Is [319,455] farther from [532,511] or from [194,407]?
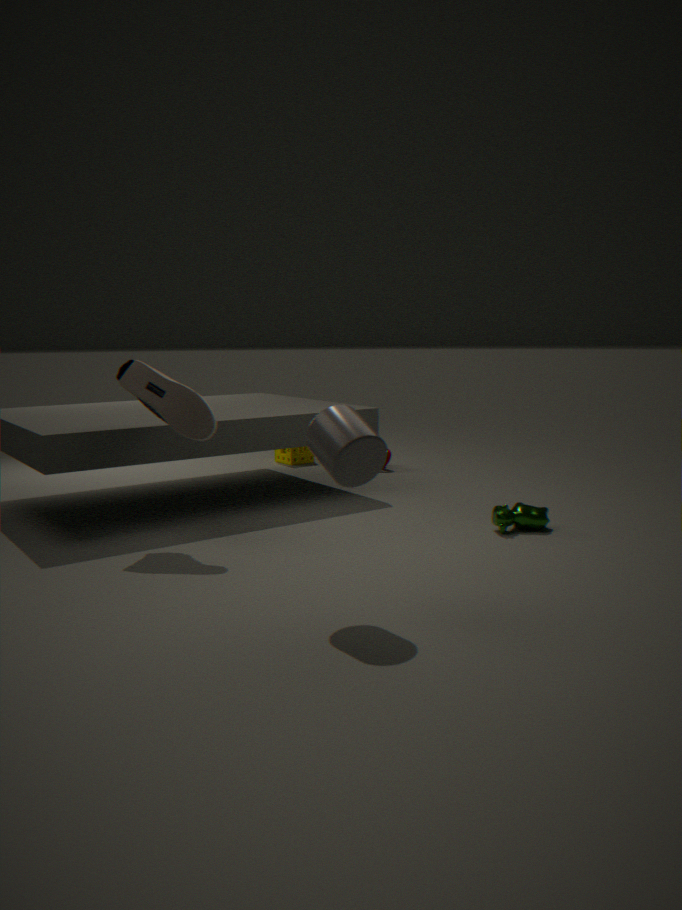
[532,511]
